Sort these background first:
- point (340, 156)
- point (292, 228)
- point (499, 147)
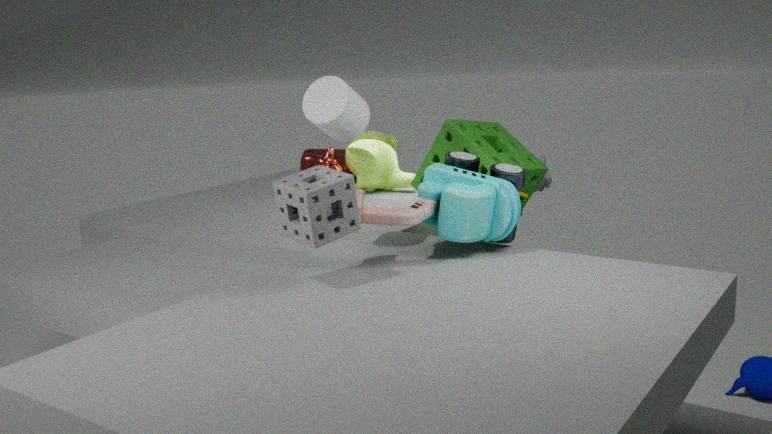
point (340, 156), point (499, 147), point (292, 228)
